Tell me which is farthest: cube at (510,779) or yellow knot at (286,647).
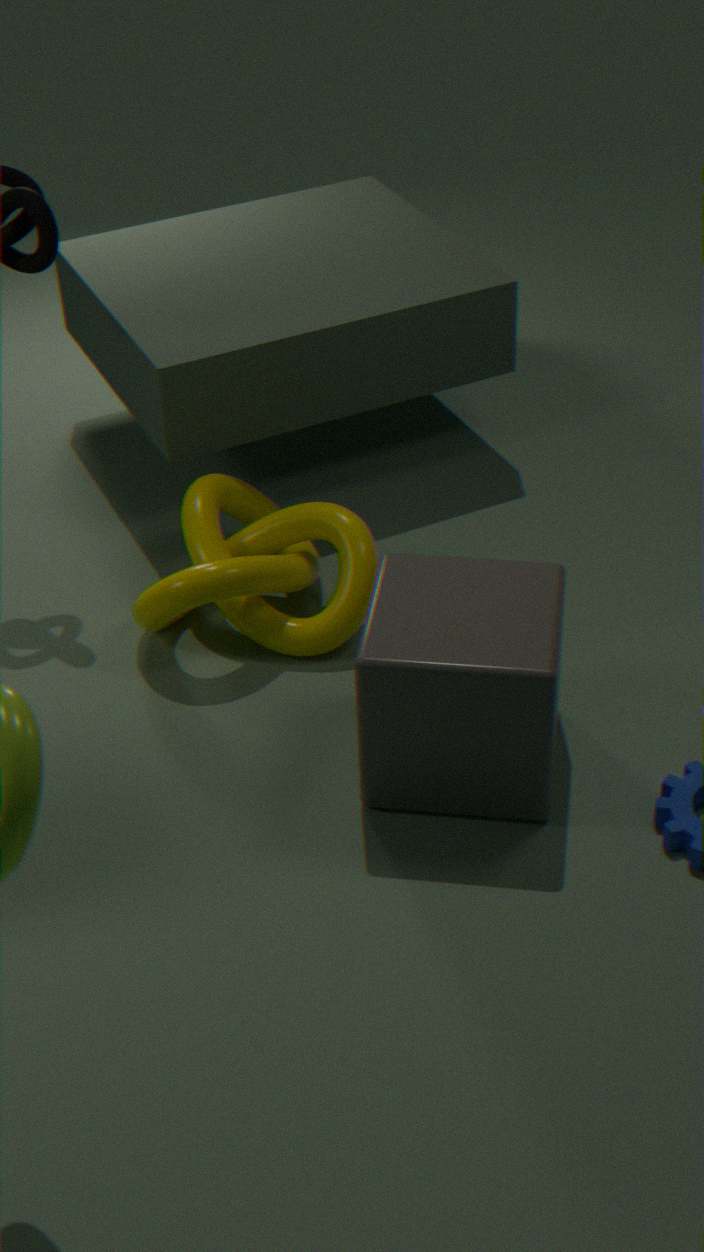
yellow knot at (286,647)
